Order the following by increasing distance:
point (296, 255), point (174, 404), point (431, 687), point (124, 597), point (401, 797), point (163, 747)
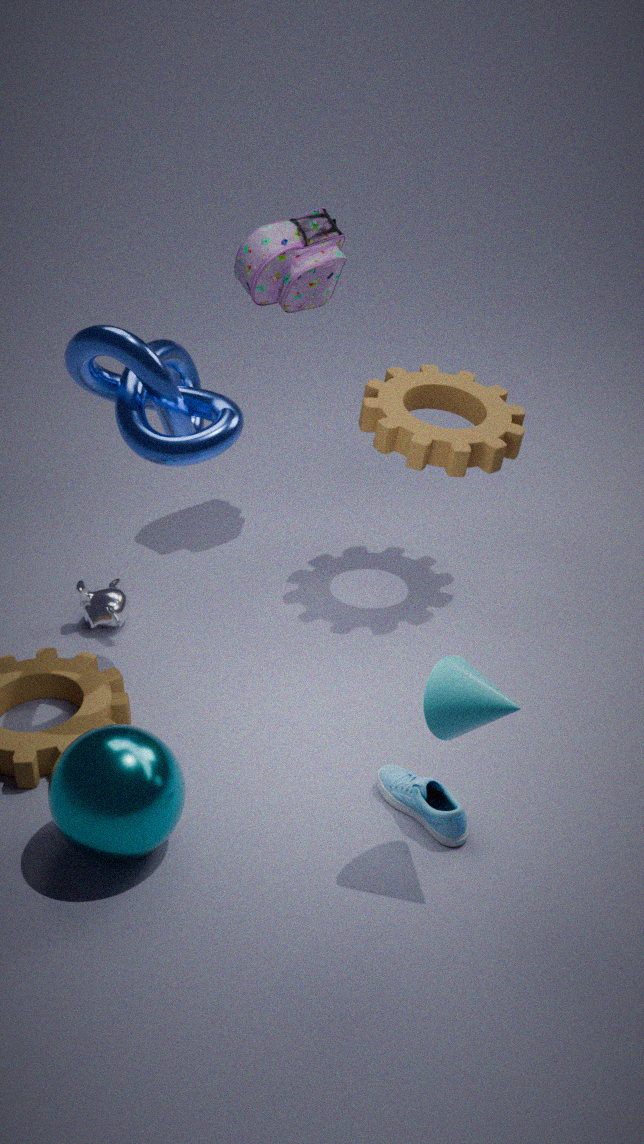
point (431, 687)
point (163, 747)
point (174, 404)
point (401, 797)
point (124, 597)
point (296, 255)
